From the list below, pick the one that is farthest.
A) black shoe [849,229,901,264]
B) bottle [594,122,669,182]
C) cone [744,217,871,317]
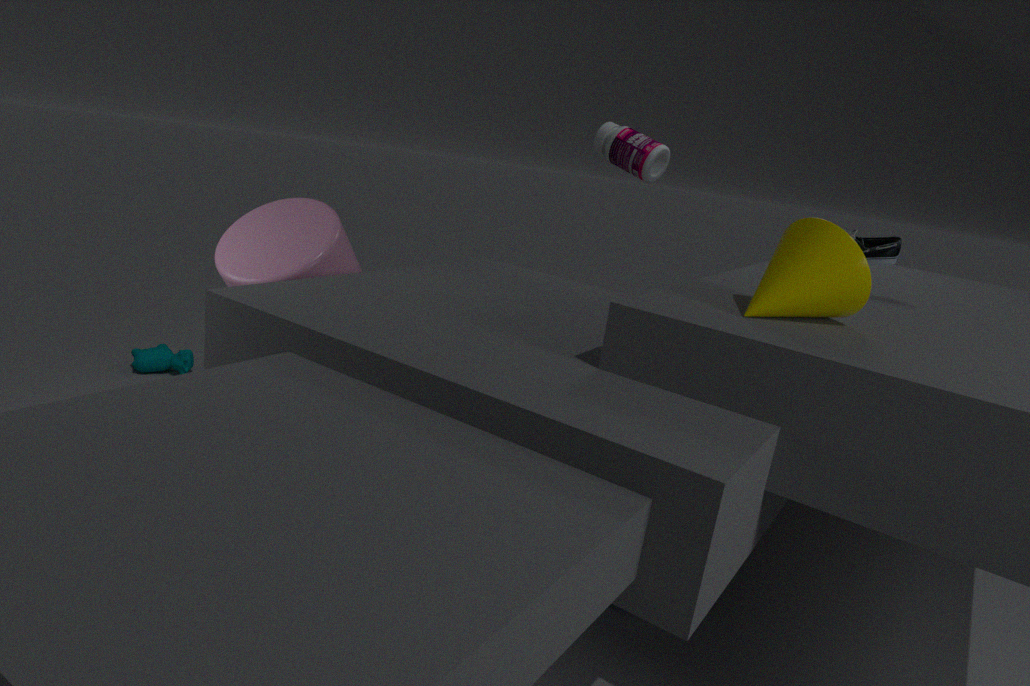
bottle [594,122,669,182]
